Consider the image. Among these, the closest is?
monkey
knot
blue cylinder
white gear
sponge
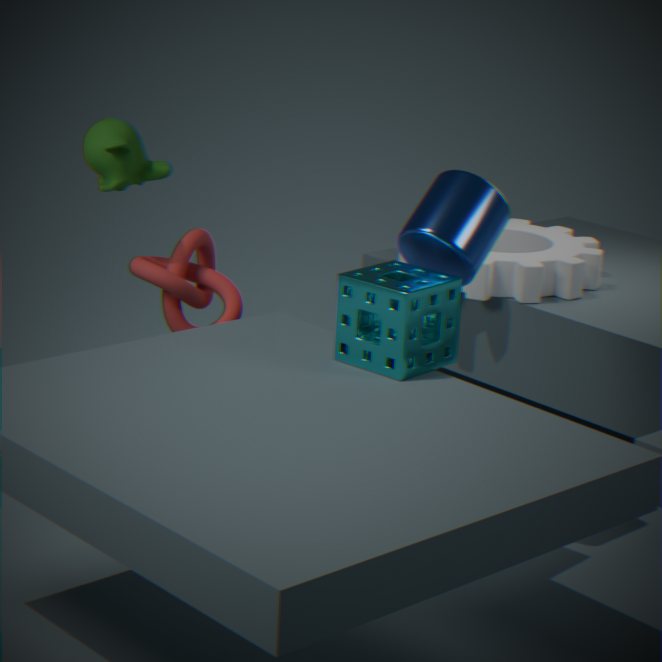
sponge
